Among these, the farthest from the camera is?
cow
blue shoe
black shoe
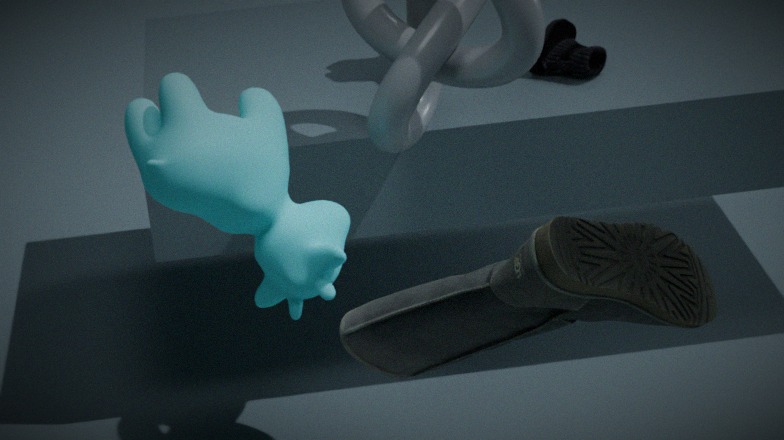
blue shoe
